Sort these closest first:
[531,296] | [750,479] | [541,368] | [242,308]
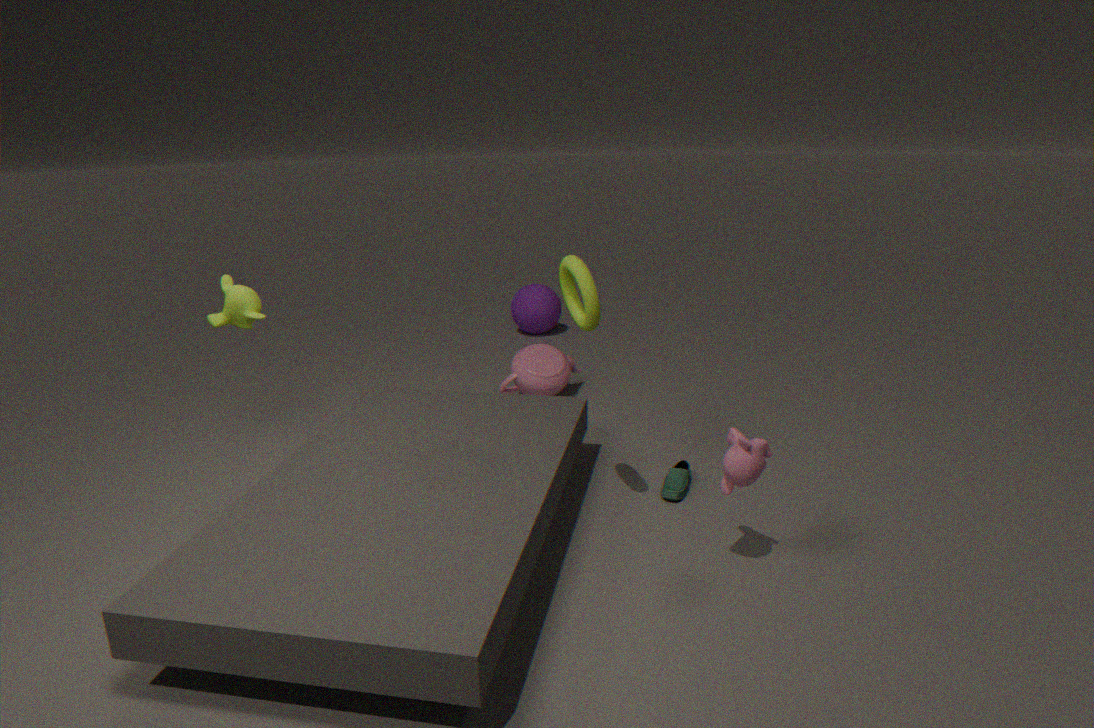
[750,479], [242,308], [541,368], [531,296]
